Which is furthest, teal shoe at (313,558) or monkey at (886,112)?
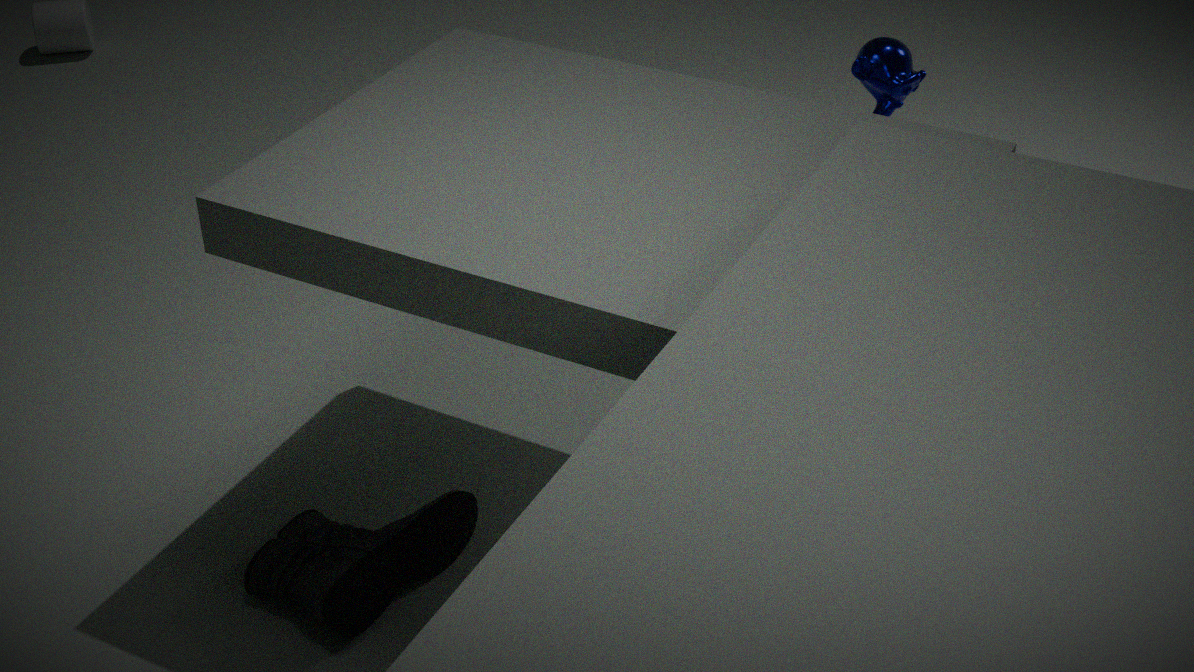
monkey at (886,112)
